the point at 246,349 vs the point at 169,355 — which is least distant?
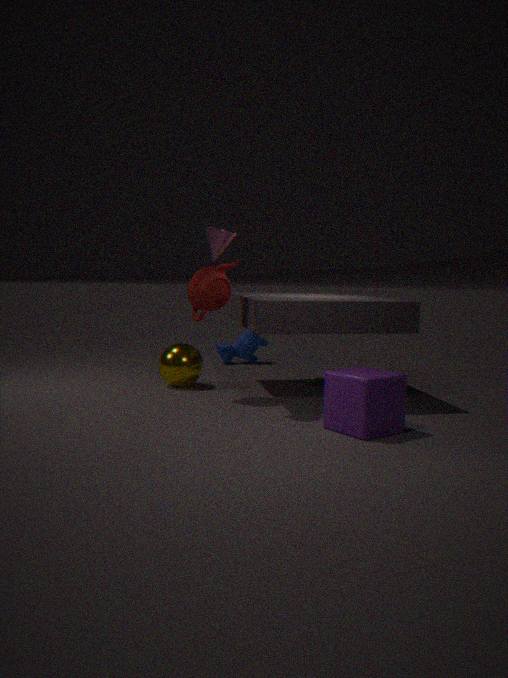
the point at 169,355
